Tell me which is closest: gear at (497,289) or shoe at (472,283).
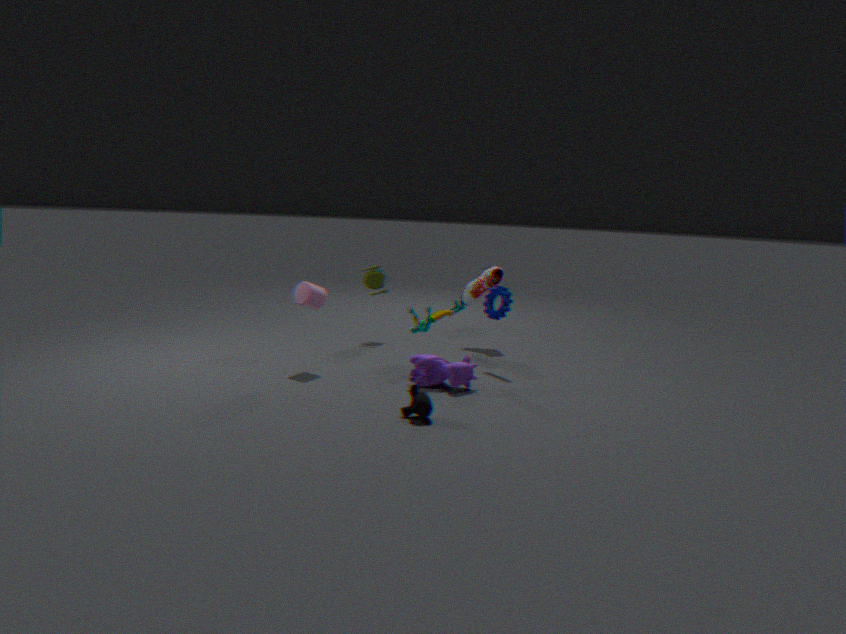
gear at (497,289)
